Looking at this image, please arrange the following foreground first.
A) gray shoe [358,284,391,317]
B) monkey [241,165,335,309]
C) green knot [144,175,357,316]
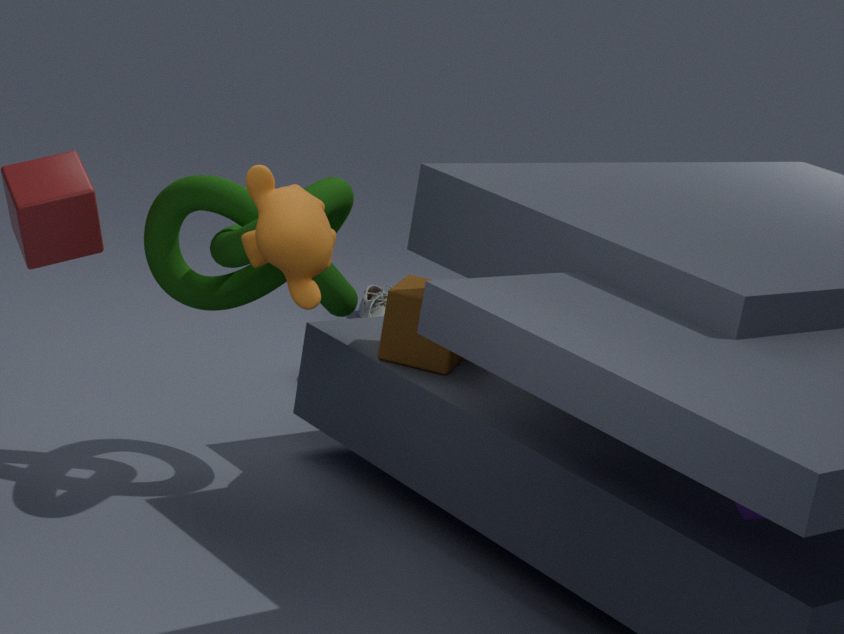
1. monkey [241,165,335,309]
2. green knot [144,175,357,316]
3. gray shoe [358,284,391,317]
